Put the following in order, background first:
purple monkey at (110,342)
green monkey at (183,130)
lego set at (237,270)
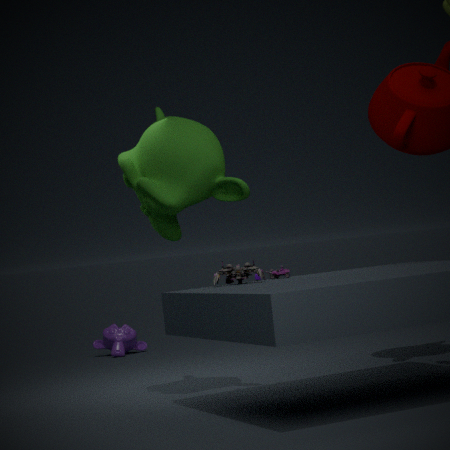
purple monkey at (110,342)
green monkey at (183,130)
lego set at (237,270)
